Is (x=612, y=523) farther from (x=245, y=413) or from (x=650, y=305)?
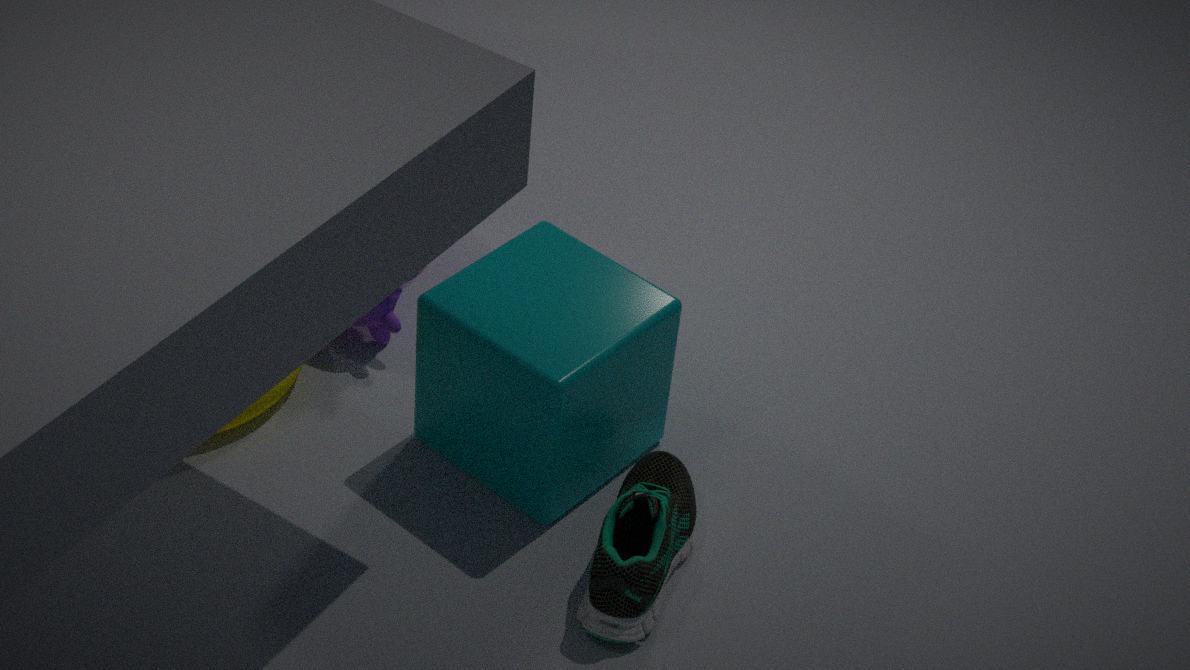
(x=245, y=413)
